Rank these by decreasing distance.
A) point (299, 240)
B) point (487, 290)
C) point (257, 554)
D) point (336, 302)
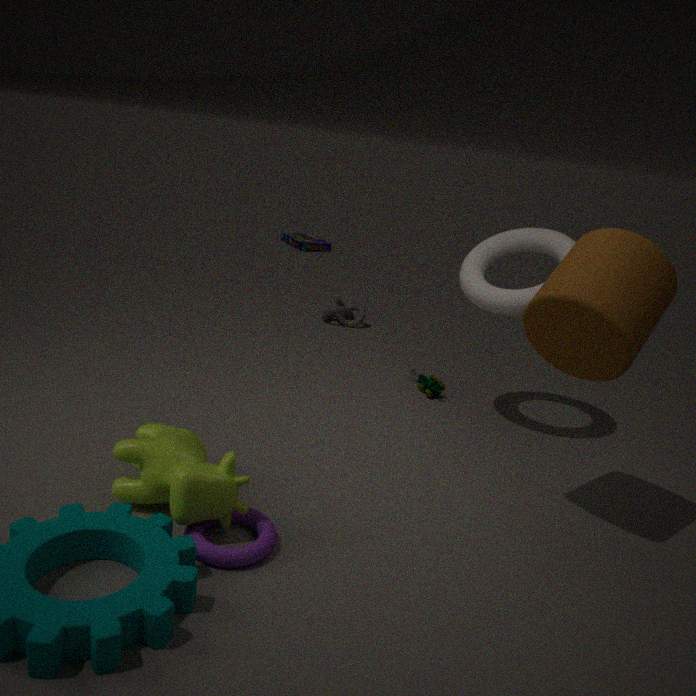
point (299, 240) → point (336, 302) → point (487, 290) → point (257, 554)
